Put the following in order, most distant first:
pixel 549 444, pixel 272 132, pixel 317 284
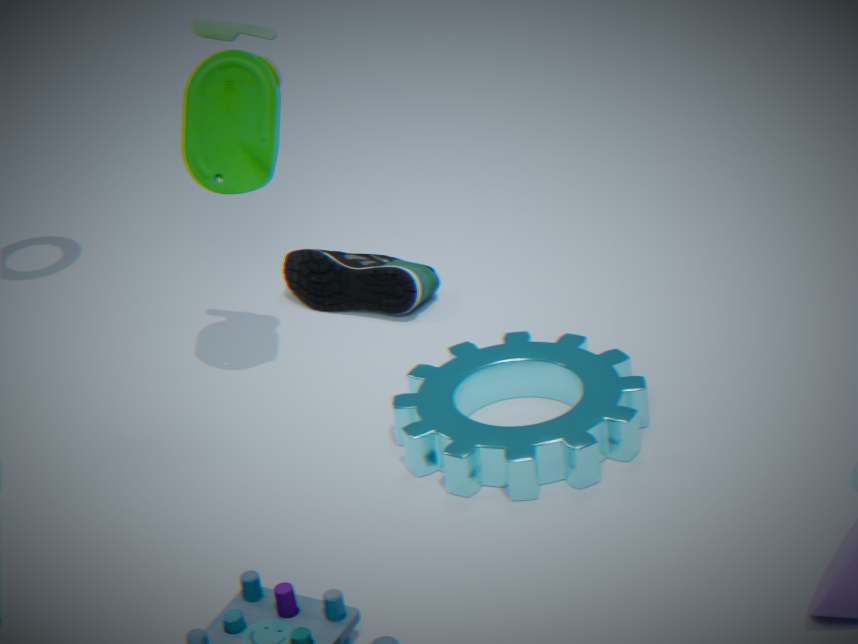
1. pixel 317 284
2. pixel 272 132
3. pixel 549 444
